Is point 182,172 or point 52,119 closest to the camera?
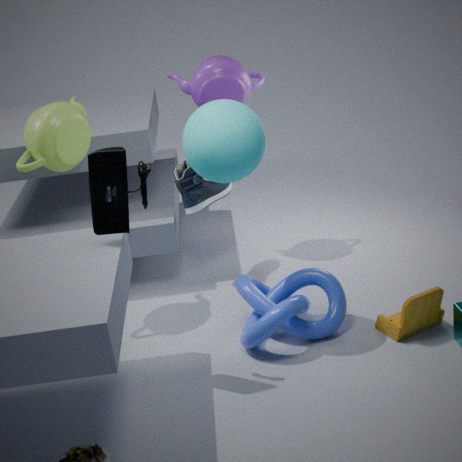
point 52,119
